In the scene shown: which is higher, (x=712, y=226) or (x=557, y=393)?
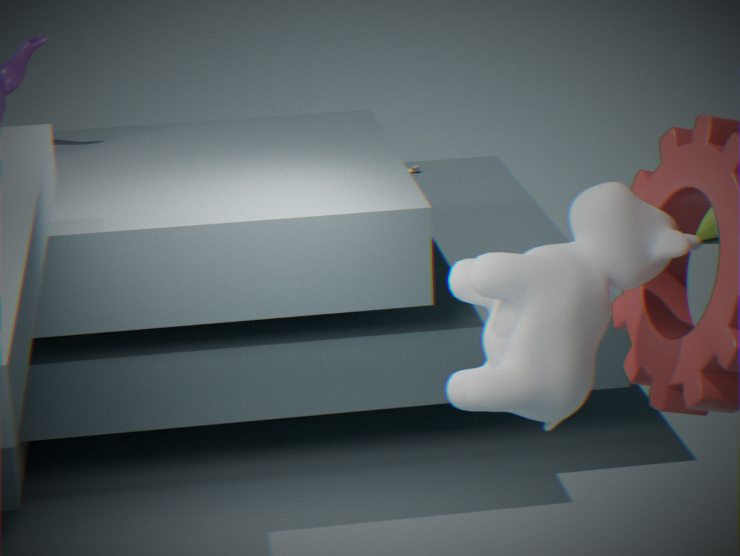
(x=557, y=393)
